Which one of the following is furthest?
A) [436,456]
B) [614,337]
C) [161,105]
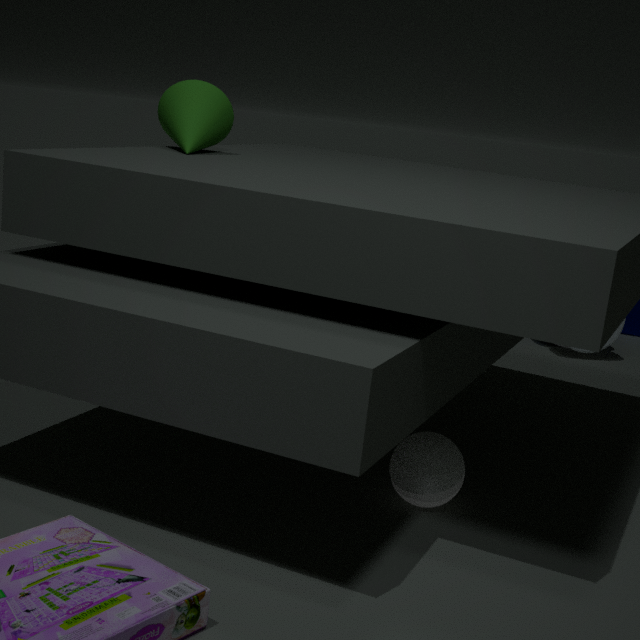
[614,337]
